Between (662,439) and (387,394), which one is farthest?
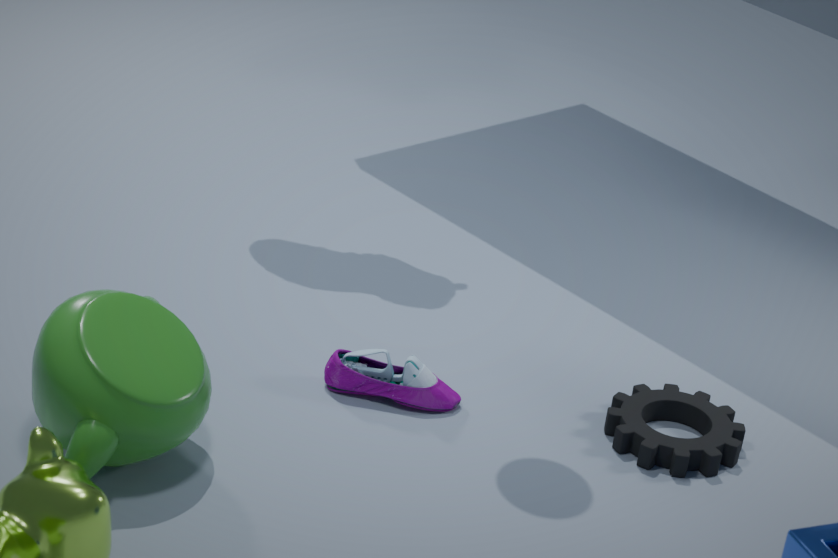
(387,394)
